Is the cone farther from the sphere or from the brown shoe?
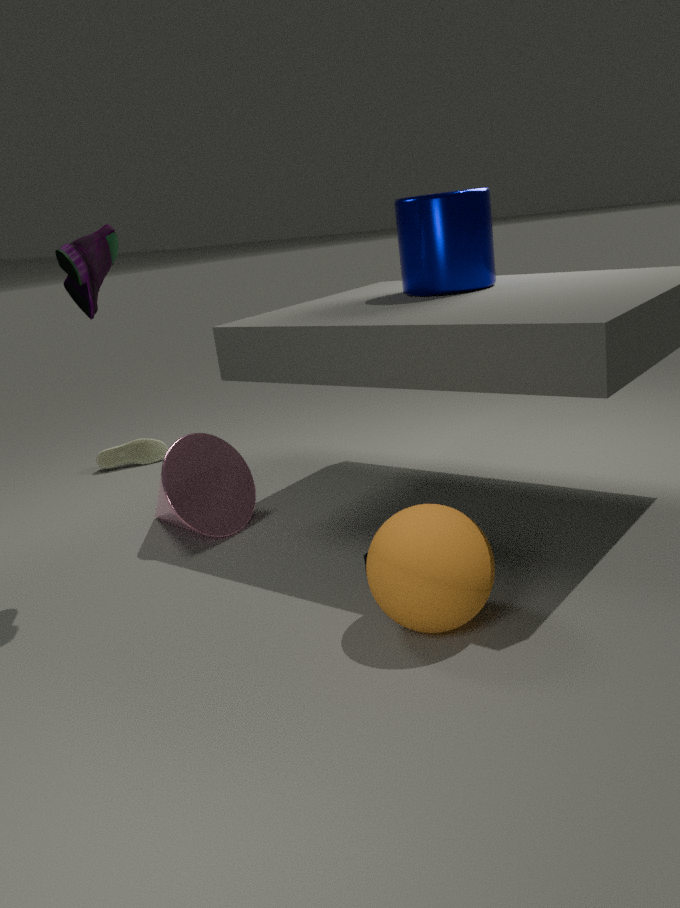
the sphere
